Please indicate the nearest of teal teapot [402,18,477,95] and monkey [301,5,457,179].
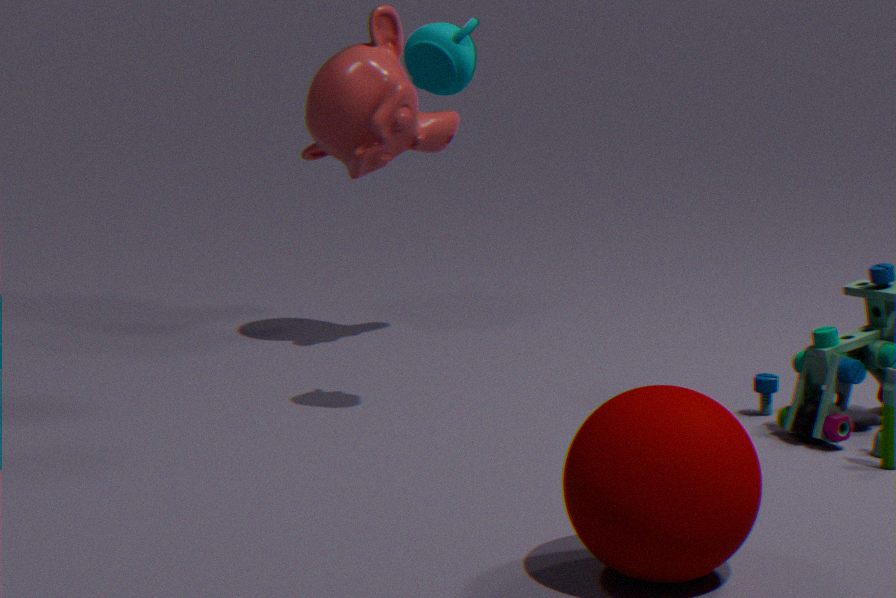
teal teapot [402,18,477,95]
